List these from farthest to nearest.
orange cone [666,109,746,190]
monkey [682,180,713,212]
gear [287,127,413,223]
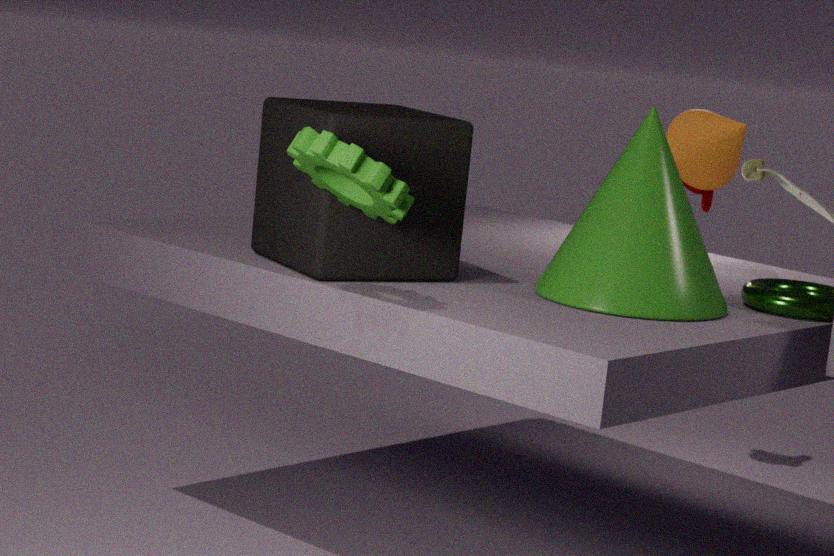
monkey [682,180,713,212] → orange cone [666,109,746,190] → gear [287,127,413,223]
